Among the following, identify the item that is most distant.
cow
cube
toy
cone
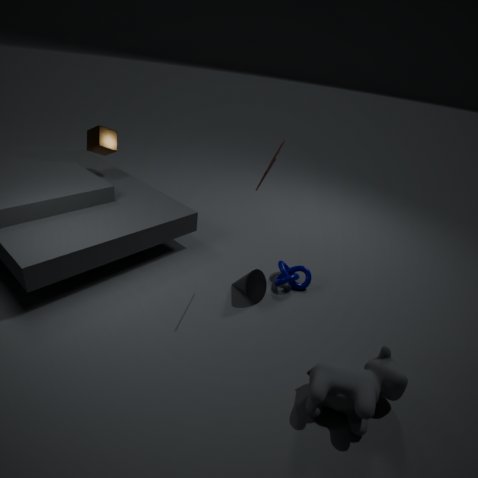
cube
